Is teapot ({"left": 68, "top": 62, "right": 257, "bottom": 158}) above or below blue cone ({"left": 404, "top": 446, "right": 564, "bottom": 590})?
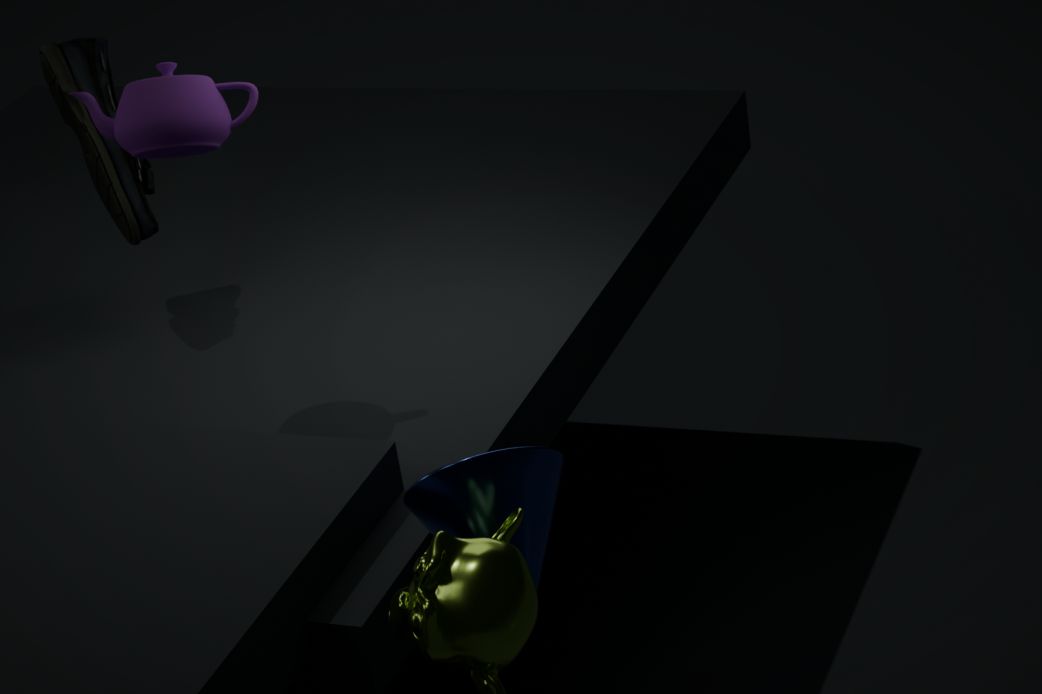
above
